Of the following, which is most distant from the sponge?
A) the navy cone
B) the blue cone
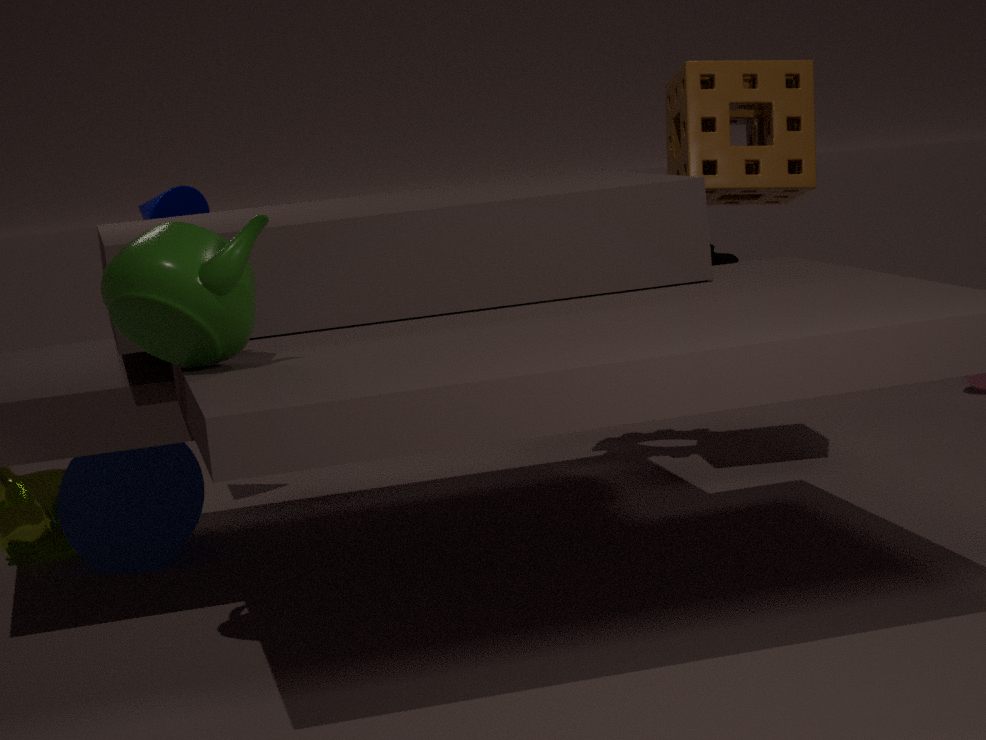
the blue cone
